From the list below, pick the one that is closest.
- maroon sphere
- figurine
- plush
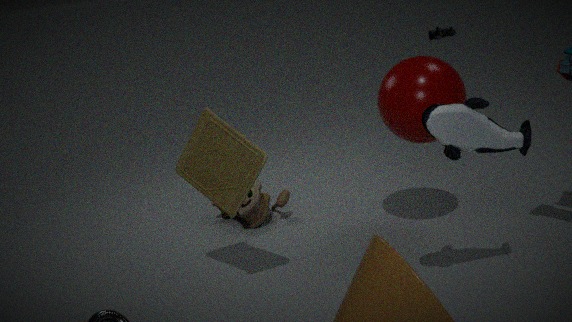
plush
